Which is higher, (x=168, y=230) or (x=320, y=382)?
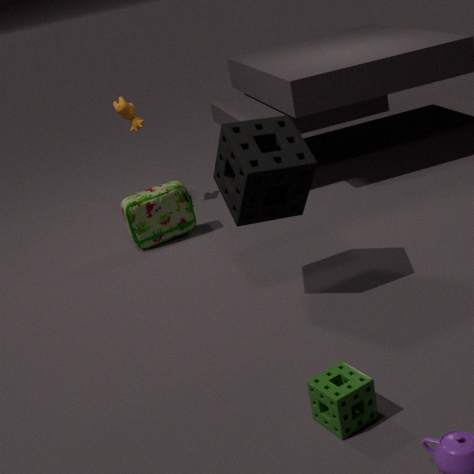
(x=168, y=230)
